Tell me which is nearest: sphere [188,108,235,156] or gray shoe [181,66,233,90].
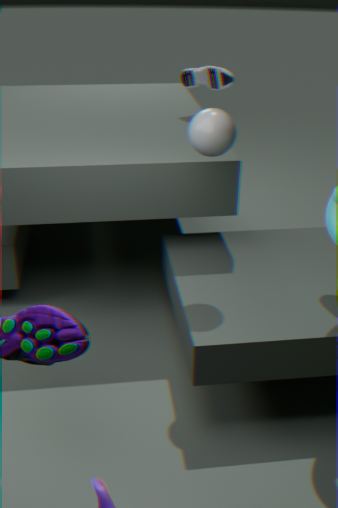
sphere [188,108,235,156]
